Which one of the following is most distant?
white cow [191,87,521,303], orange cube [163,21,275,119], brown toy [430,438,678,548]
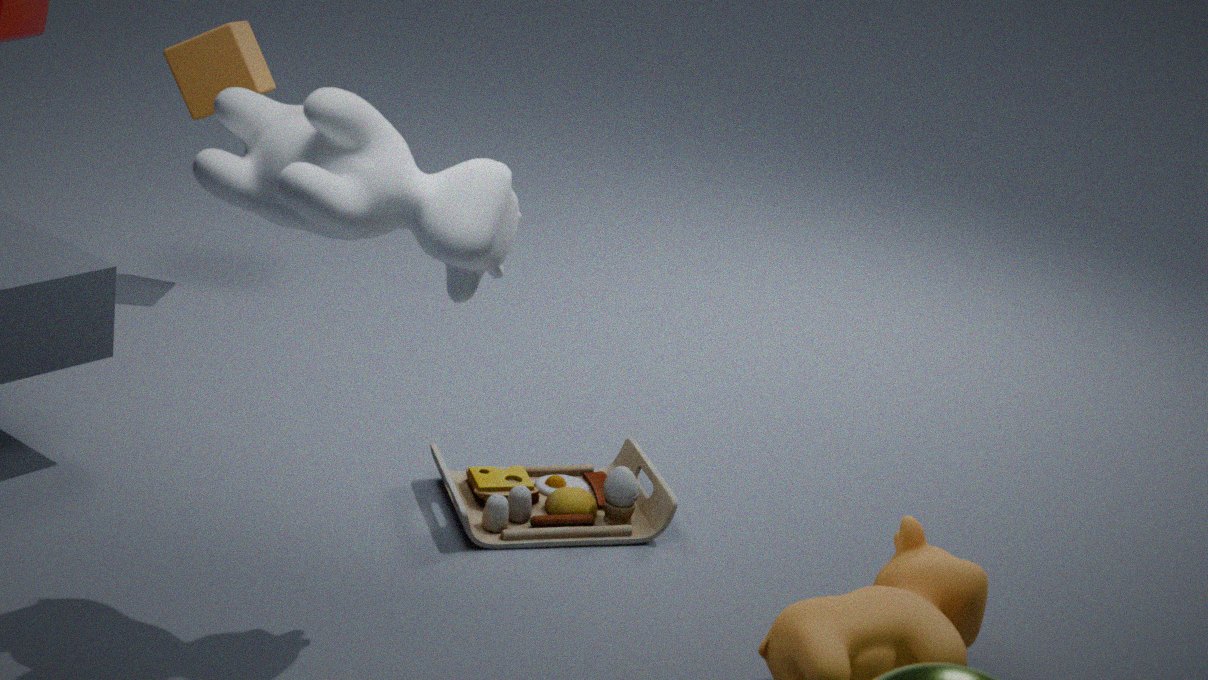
orange cube [163,21,275,119]
